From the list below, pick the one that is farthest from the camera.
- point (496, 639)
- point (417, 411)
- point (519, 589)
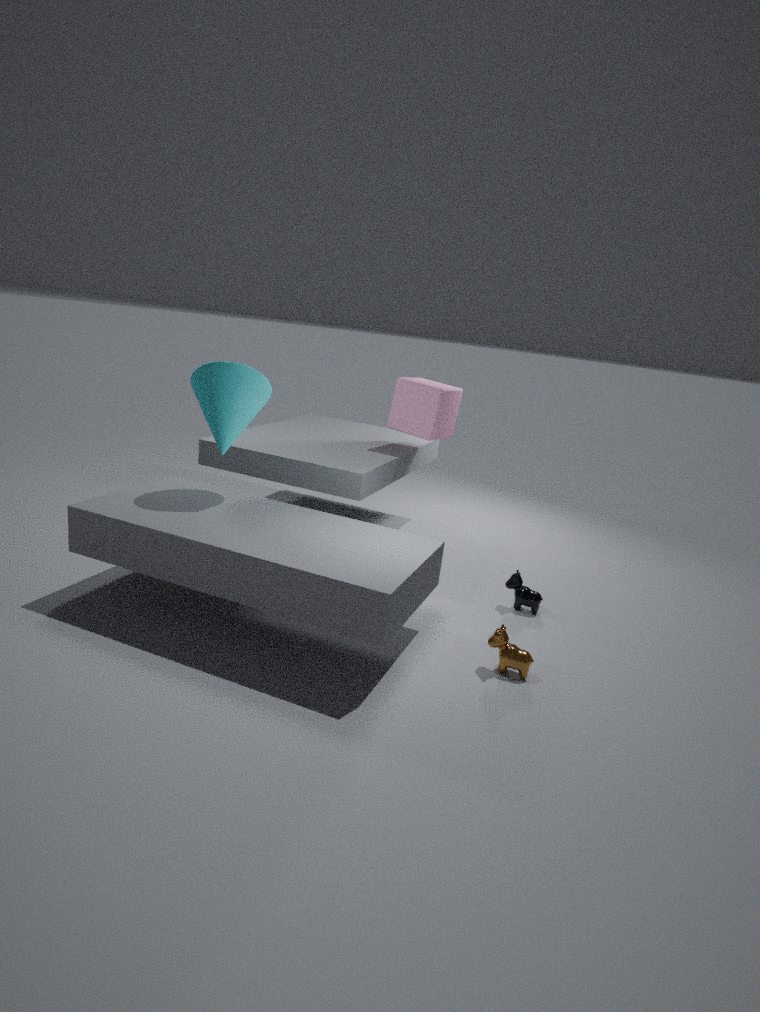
point (417, 411)
